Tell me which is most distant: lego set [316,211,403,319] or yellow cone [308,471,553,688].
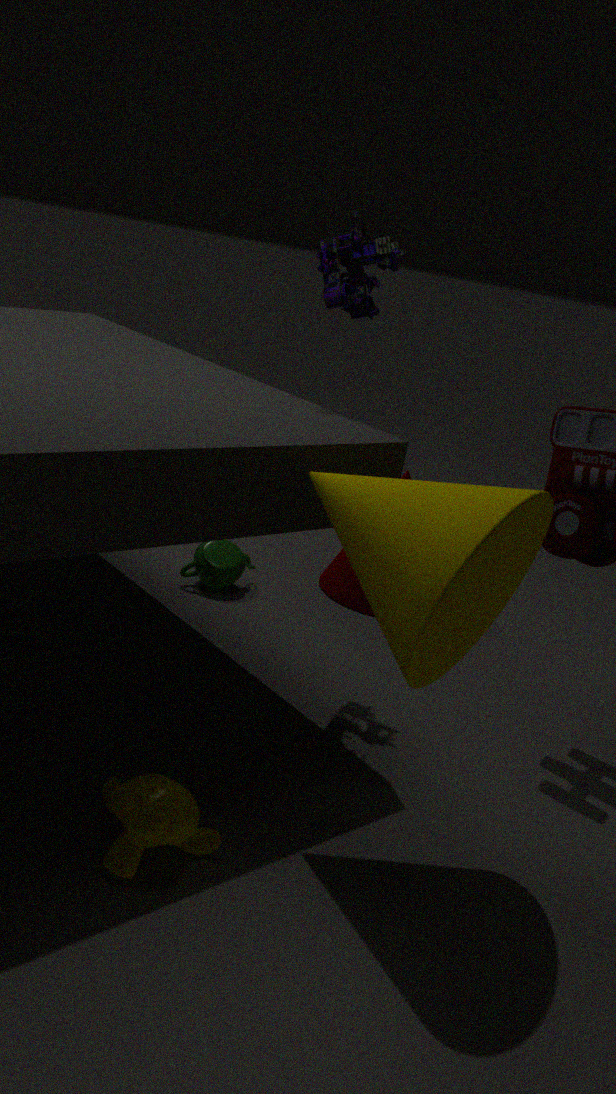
lego set [316,211,403,319]
